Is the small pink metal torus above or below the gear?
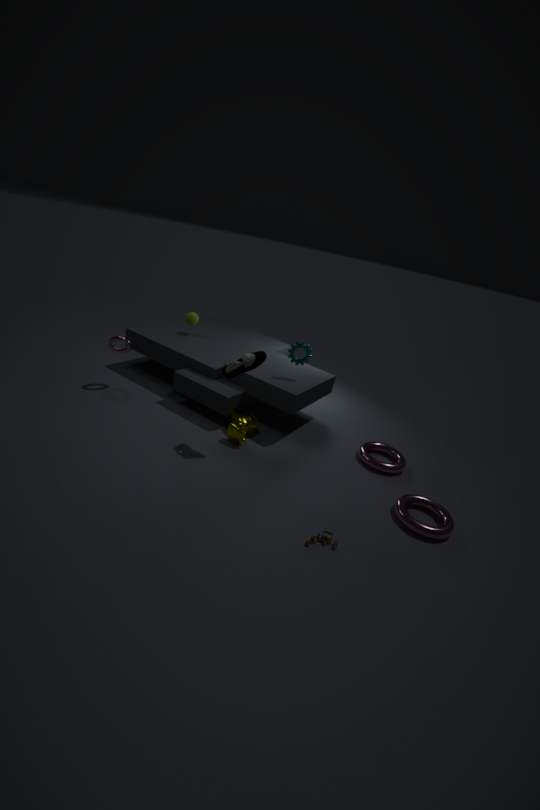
below
